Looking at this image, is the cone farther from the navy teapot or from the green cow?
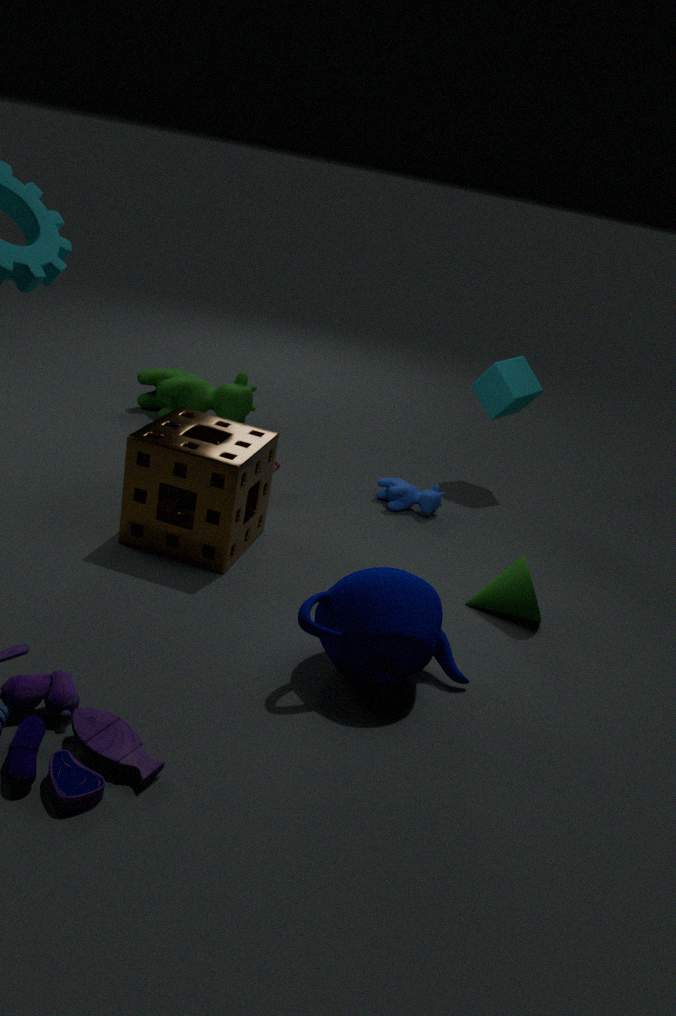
the green cow
